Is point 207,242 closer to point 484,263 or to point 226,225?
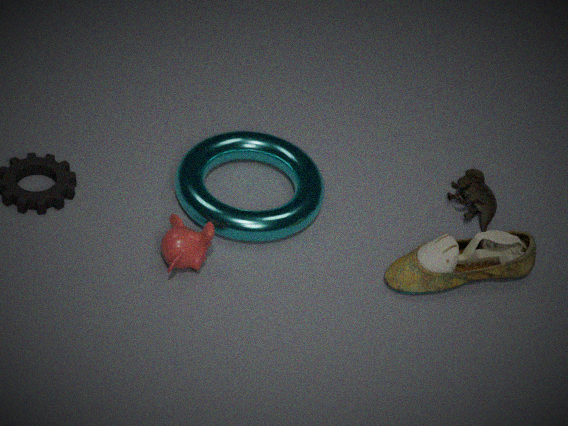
point 226,225
